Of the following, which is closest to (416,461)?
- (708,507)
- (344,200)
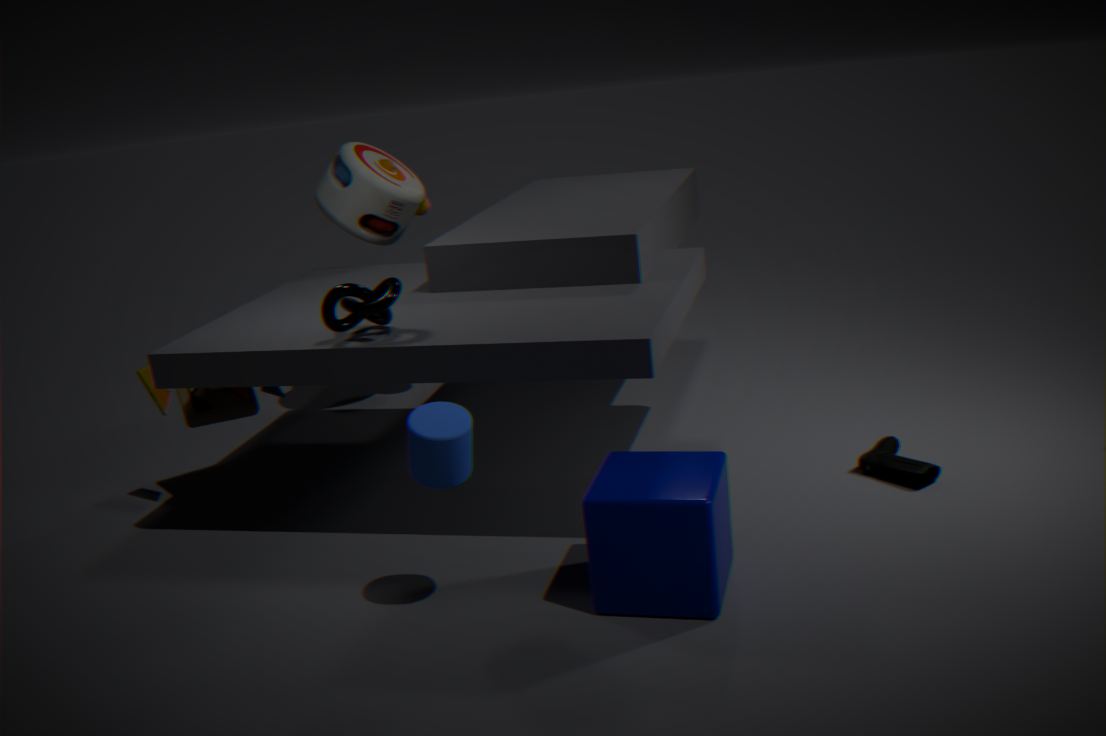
(708,507)
